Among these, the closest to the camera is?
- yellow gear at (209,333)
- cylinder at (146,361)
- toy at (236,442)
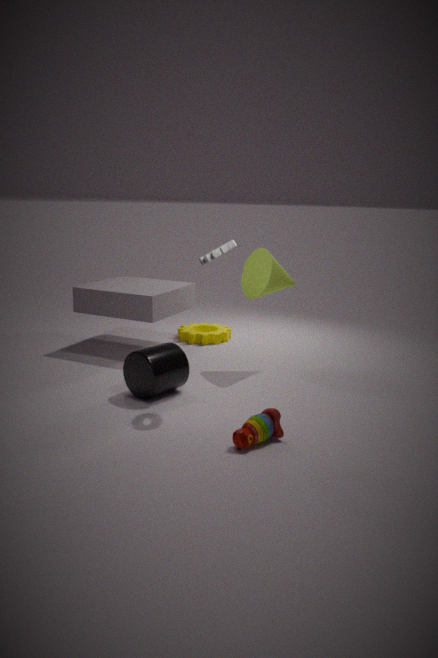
toy at (236,442)
